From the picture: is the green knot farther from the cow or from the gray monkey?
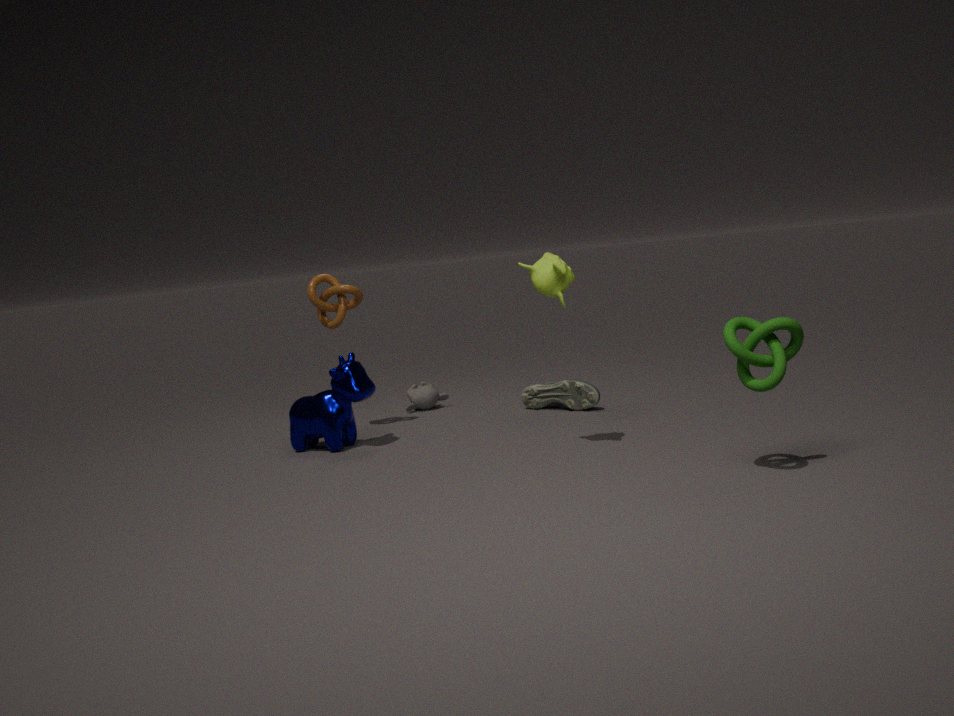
the gray monkey
